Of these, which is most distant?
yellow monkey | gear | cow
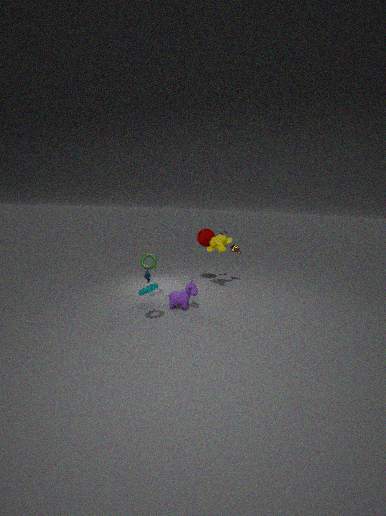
yellow monkey
